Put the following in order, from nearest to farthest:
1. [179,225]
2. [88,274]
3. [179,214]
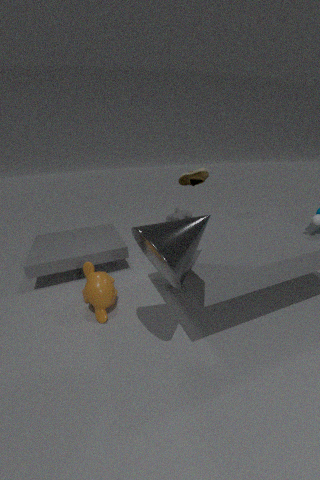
1. [179,225]
2. [88,274]
3. [179,214]
